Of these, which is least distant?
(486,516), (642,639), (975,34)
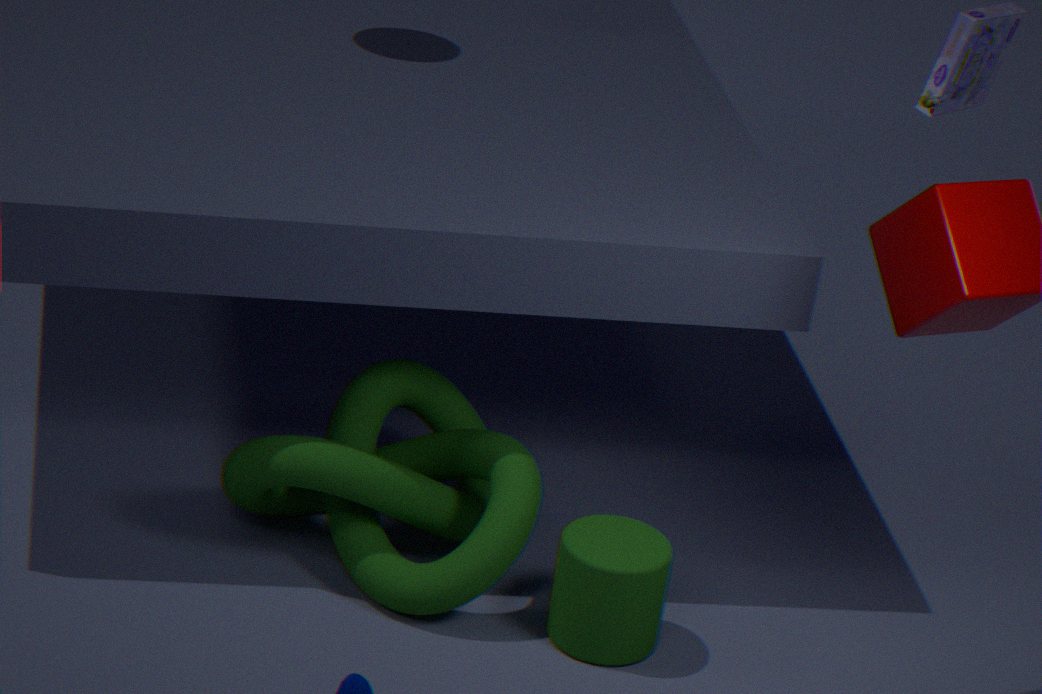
(642,639)
